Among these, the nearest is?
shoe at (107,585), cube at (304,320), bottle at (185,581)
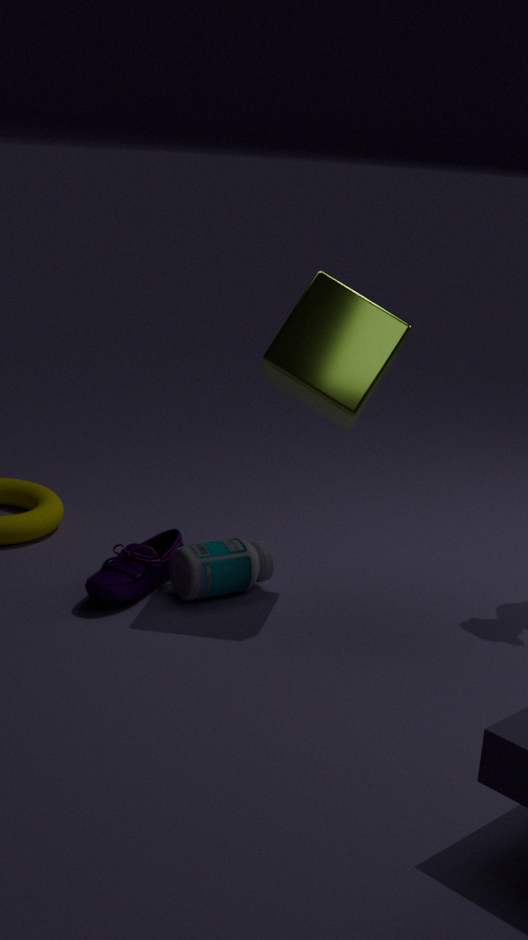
cube at (304,320)
